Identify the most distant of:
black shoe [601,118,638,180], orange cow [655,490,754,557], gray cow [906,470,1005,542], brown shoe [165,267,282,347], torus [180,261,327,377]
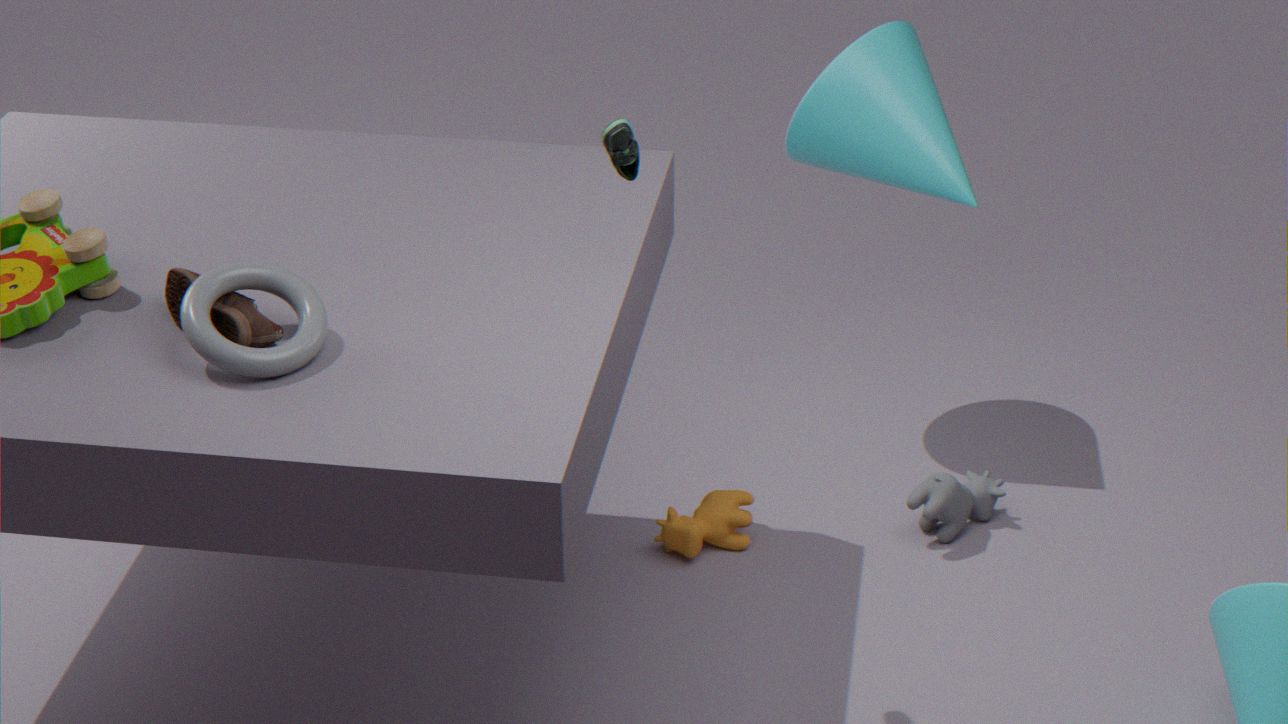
gray cow [906,470,1005,542]
